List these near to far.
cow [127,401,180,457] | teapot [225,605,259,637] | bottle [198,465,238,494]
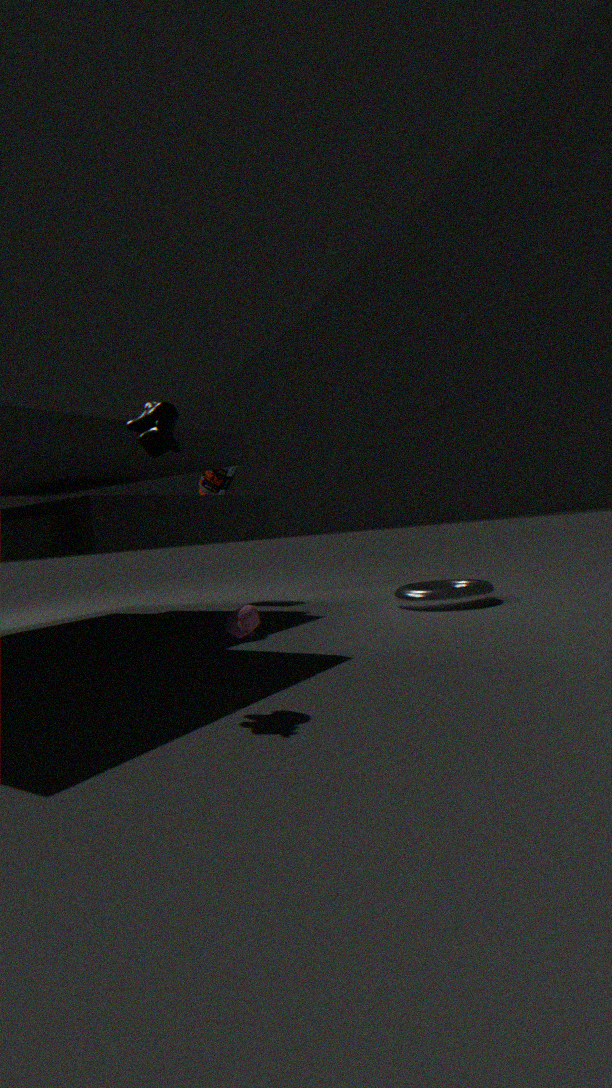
cow [127,401,180,457] < teapot [225,605,259,637] < bottle [198,465,238,494]
